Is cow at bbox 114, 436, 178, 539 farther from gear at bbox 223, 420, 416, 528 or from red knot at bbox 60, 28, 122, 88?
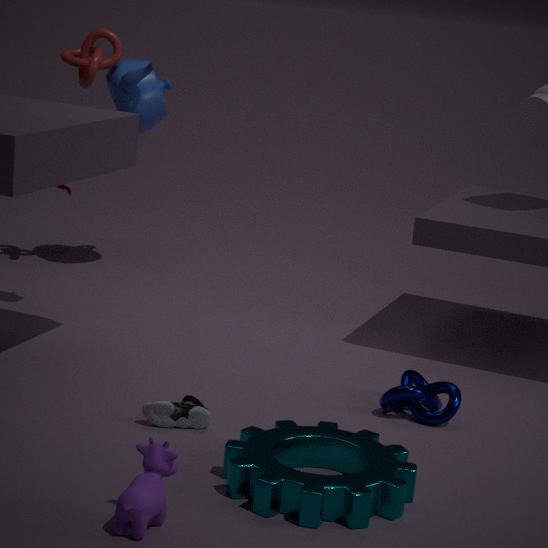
red knot at bbox 60, 28, 122, 88
